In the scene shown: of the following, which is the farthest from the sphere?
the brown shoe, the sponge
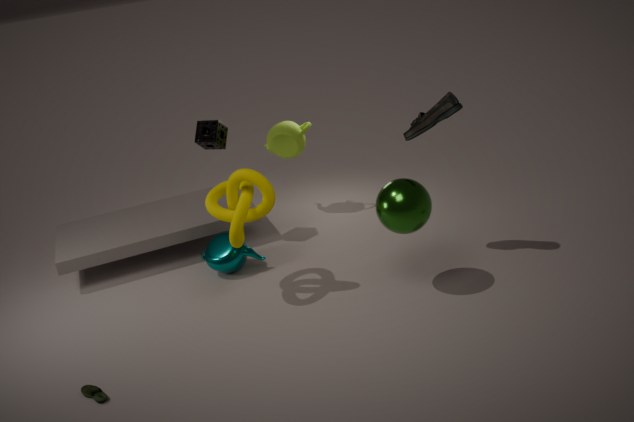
the sponge
